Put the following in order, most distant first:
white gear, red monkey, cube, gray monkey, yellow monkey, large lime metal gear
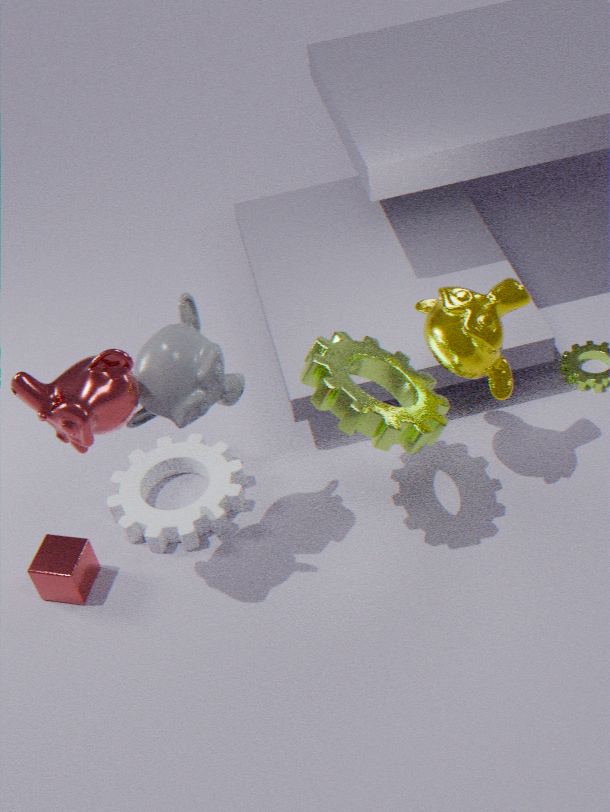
white gear, cube, yellow monkey, large lime metal gear, gray monkey, red monkey
